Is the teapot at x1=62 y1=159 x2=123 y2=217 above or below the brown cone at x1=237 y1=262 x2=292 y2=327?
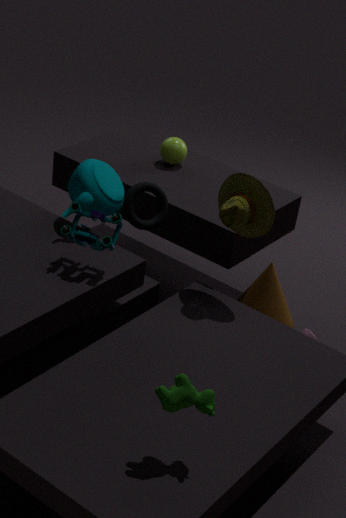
above
